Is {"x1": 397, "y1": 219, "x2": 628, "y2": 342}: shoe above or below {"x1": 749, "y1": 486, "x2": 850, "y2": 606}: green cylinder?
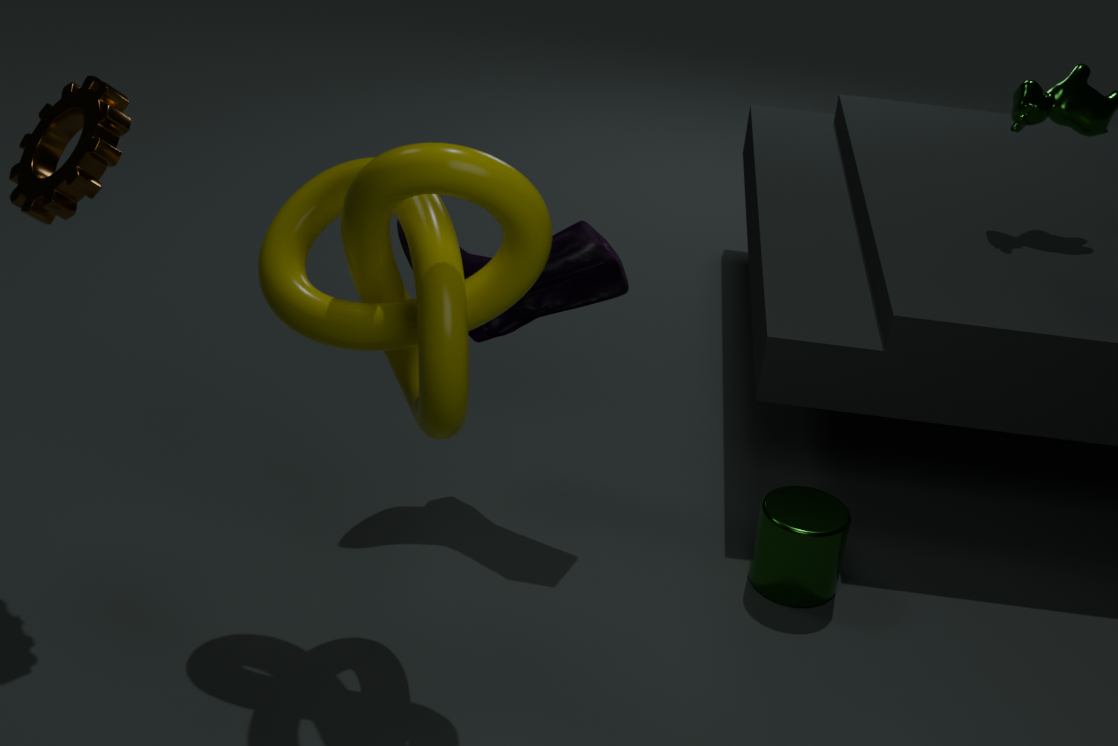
above
